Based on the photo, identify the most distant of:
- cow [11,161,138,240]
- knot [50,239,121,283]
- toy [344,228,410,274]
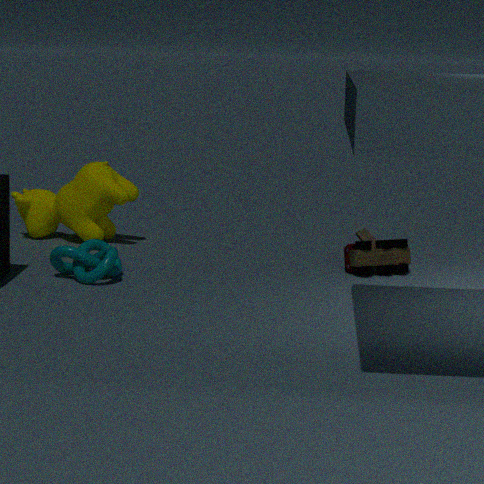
cow [11,161,138,240]
